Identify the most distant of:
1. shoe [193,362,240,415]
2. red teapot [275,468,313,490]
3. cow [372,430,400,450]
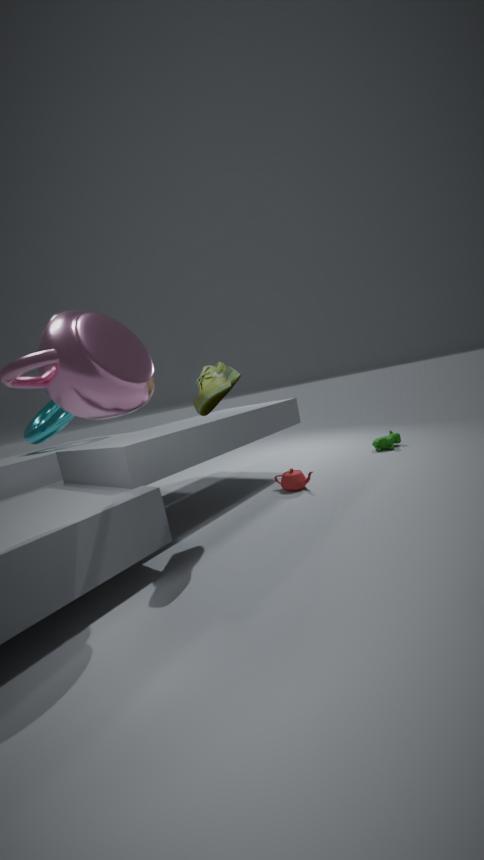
cow [372,430,400,450]
